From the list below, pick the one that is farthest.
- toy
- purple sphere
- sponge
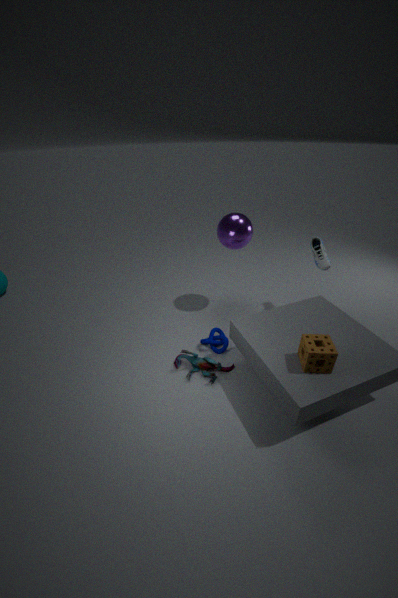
purple sphere
